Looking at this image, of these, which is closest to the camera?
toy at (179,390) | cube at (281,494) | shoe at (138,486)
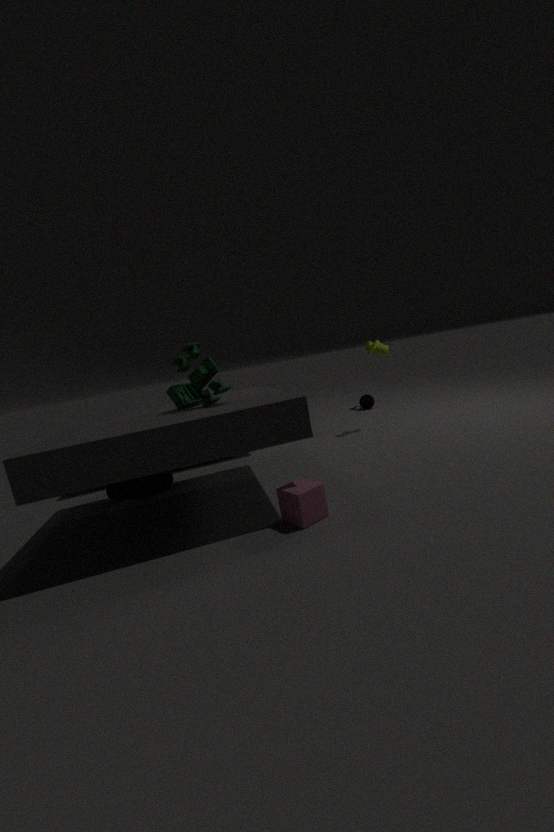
cube at (281,494)
